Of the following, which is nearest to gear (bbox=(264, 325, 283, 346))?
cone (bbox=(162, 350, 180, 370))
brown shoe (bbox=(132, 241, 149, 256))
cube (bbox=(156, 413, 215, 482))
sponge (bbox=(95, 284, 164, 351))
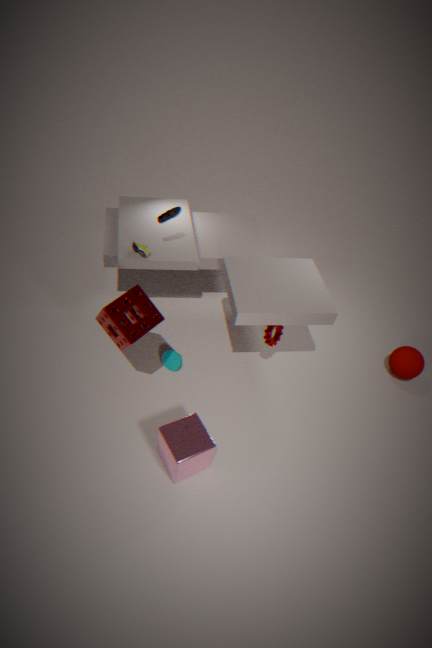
cone (bbox=(162, 350, 180, 370))
